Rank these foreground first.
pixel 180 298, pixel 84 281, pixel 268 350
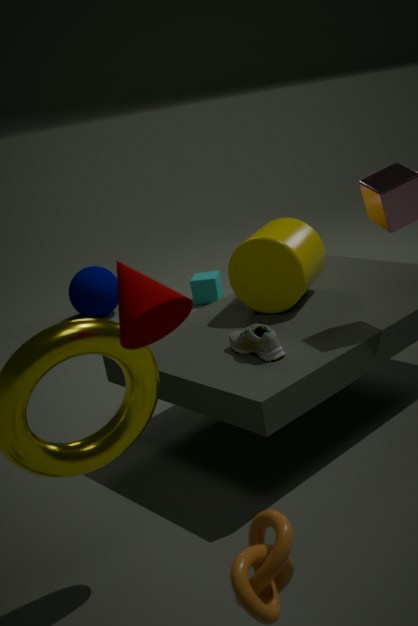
pixel 180 298, pixel 268 350, pixel 84 281
